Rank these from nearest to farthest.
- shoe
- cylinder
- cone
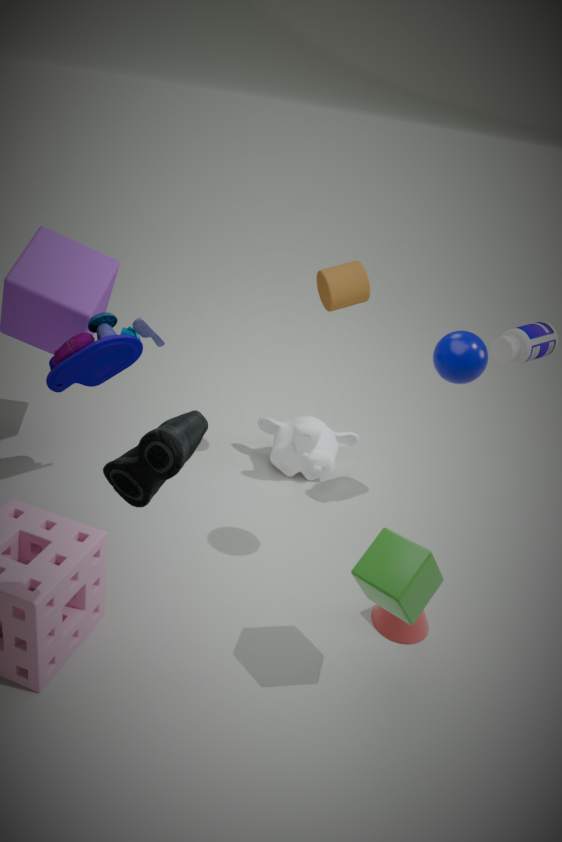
shoe, cone, cylinder
